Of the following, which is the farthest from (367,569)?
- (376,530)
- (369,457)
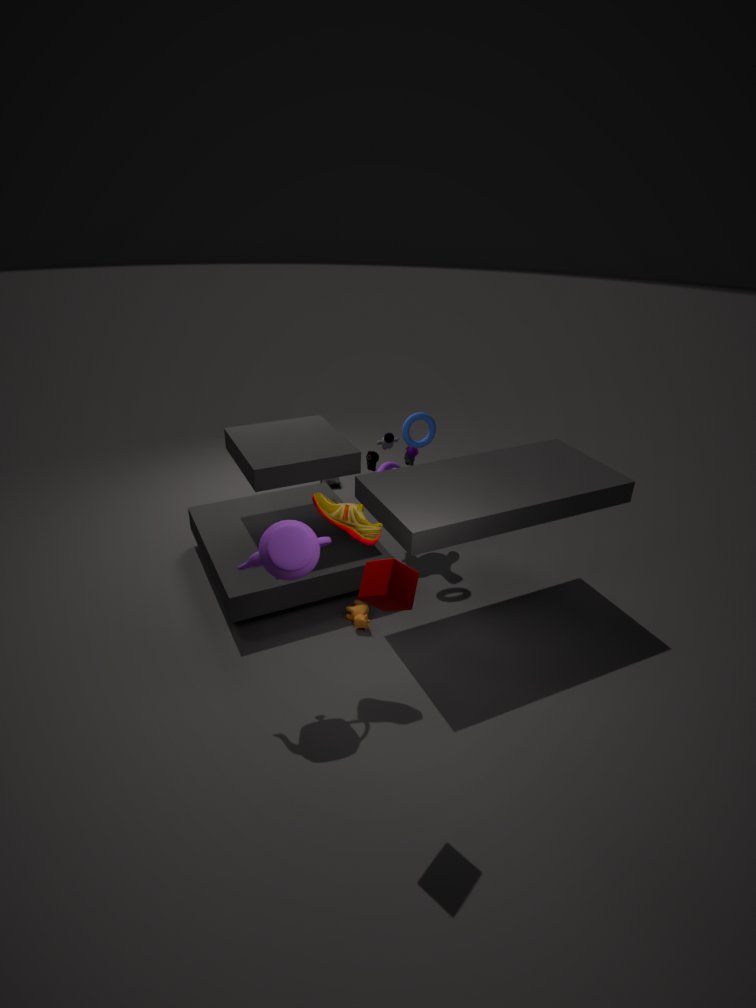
(369,457)
